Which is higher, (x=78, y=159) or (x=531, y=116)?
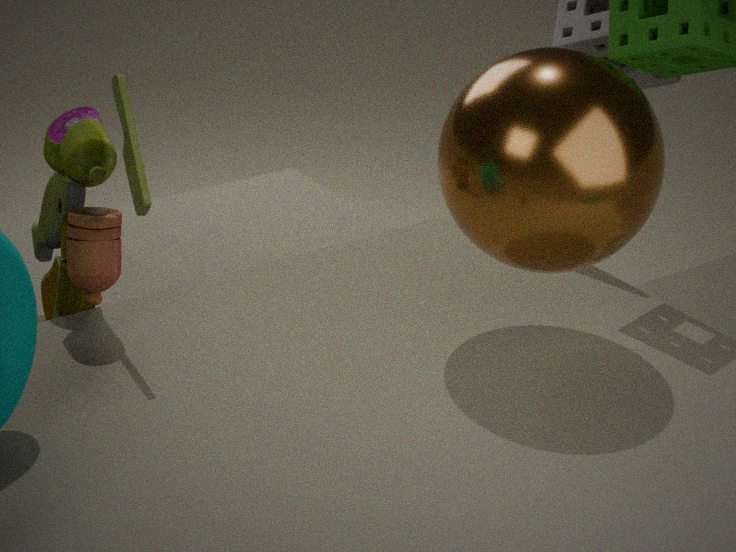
(x=531, y=116)
